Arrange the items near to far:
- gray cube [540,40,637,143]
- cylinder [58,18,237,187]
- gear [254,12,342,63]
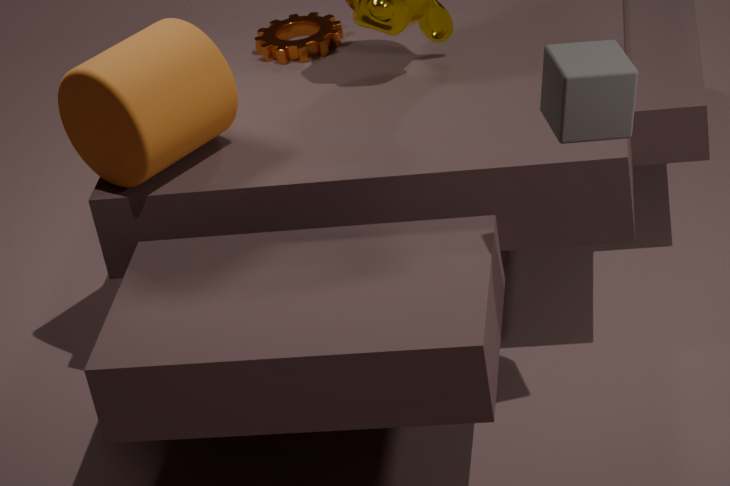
gray cube [540,40,637,143] → cylinder [58,18,237,187] → gear [254,12,342,63]
